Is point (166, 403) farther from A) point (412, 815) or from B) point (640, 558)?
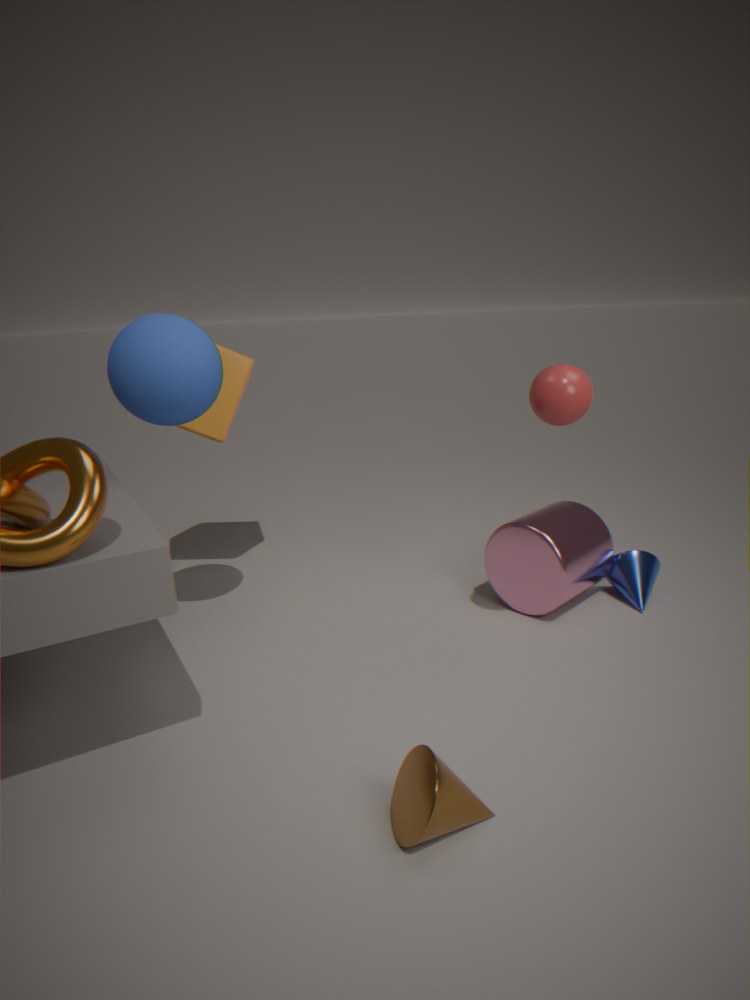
B) point (640, 558)
